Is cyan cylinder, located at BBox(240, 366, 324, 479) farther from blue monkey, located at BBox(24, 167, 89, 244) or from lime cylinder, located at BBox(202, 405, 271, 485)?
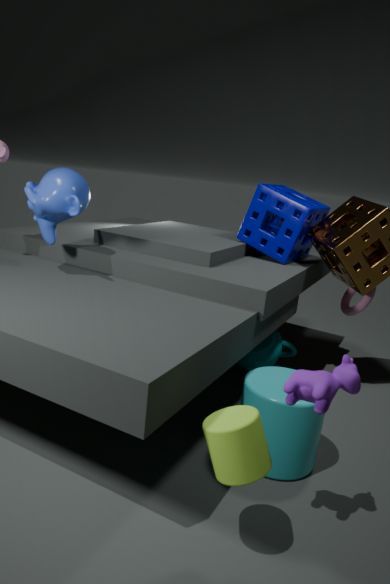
blue monkey, located at BBox(24, 167, 89, 244)
